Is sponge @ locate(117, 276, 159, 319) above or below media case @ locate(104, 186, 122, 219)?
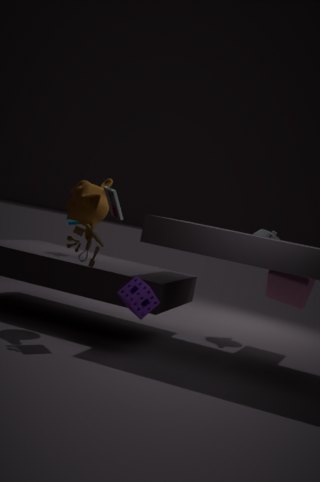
below
